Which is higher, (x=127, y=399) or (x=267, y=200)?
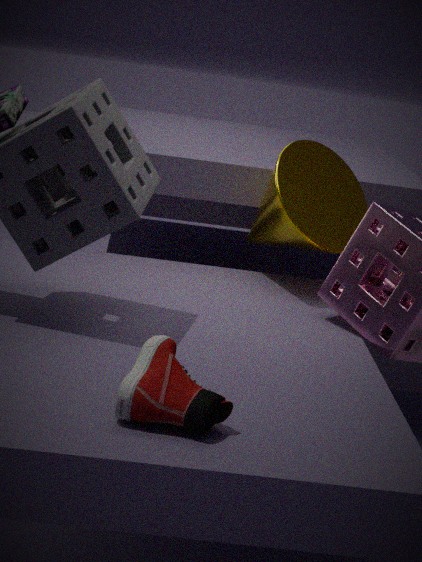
(x=267, y=200)
